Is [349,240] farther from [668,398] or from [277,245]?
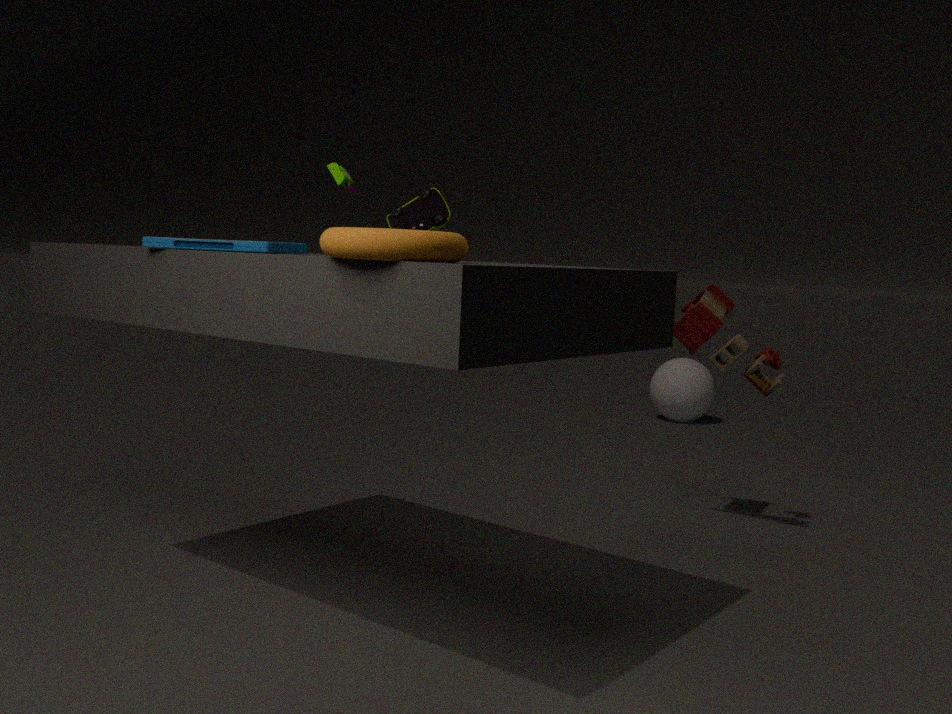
[668,398]
